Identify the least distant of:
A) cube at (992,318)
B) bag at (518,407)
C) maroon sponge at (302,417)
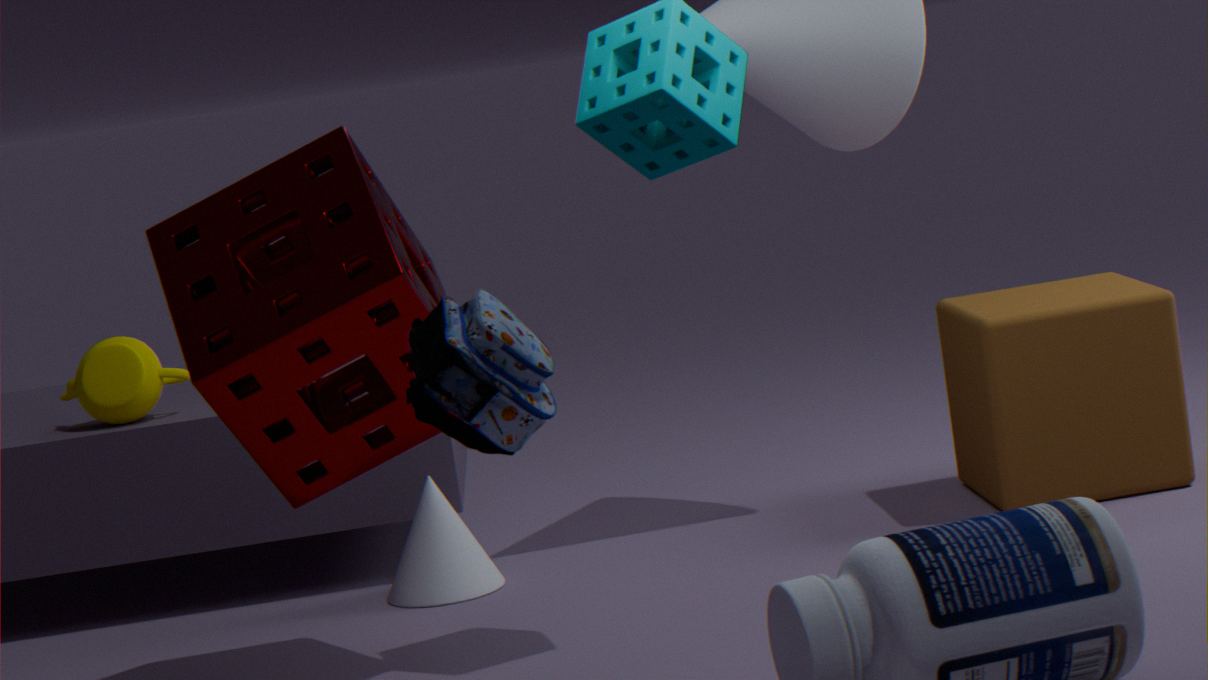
B. bag at (518,407)
